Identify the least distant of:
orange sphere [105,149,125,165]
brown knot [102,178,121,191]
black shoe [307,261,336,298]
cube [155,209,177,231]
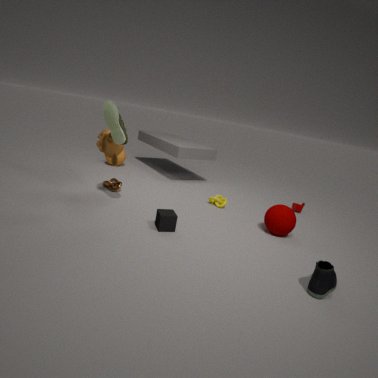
black shoe [307,261,336,298]
